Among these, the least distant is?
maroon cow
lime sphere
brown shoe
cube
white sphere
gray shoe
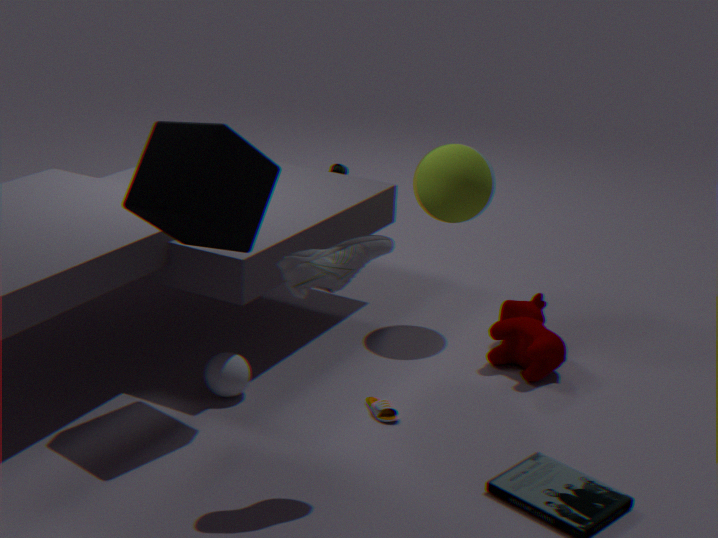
gray shoe
